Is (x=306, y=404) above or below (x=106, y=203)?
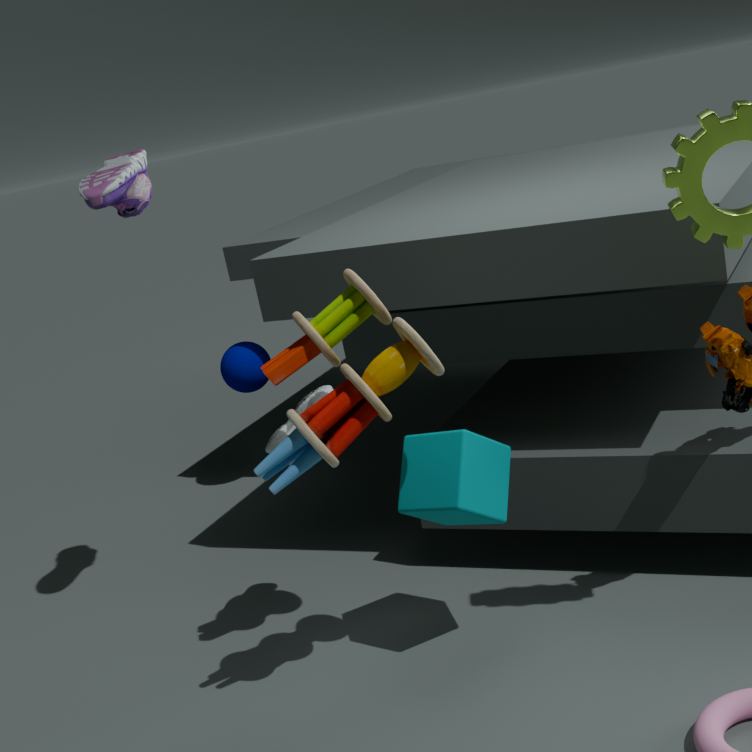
below
